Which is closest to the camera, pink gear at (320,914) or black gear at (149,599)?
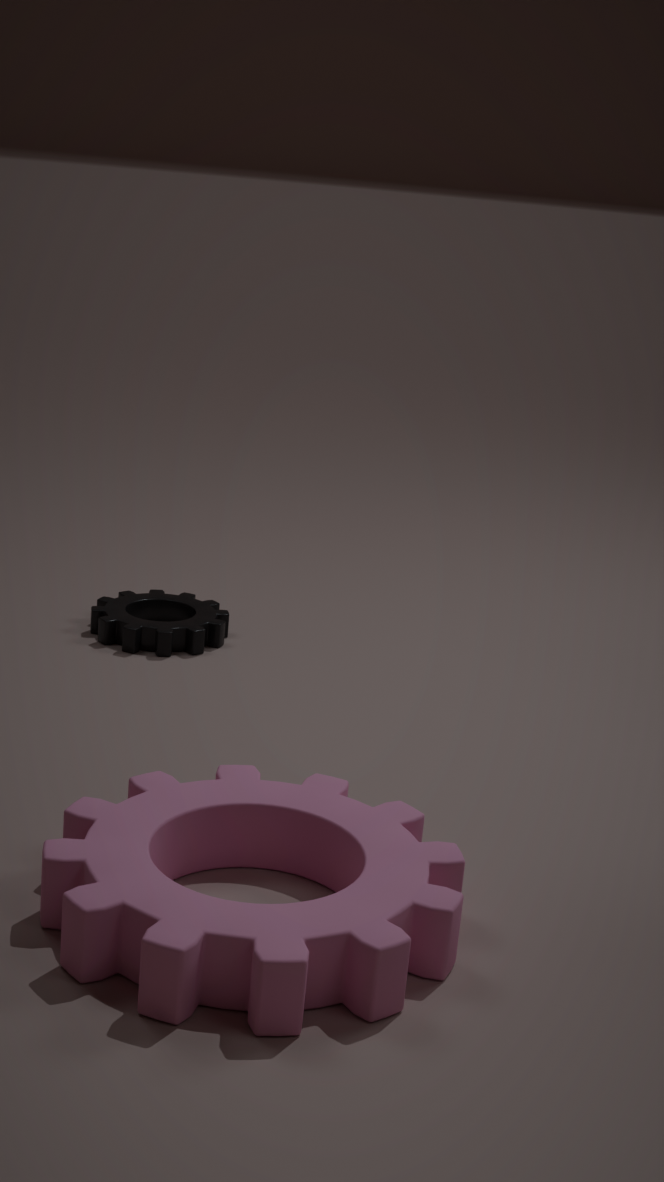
pink gear at (320,914)
